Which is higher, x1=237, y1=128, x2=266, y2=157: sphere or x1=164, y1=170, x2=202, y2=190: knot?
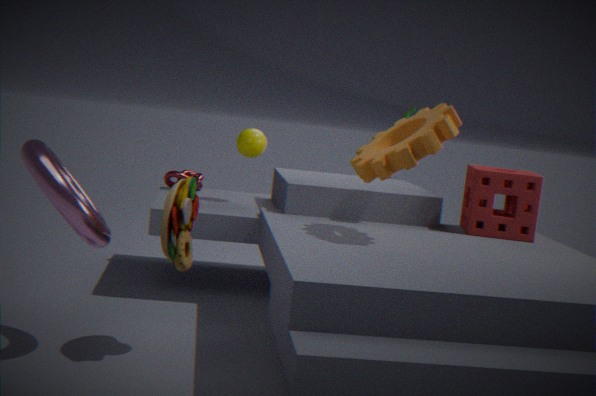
x1=237, y1=128, x2=266, y2=157: sphere
